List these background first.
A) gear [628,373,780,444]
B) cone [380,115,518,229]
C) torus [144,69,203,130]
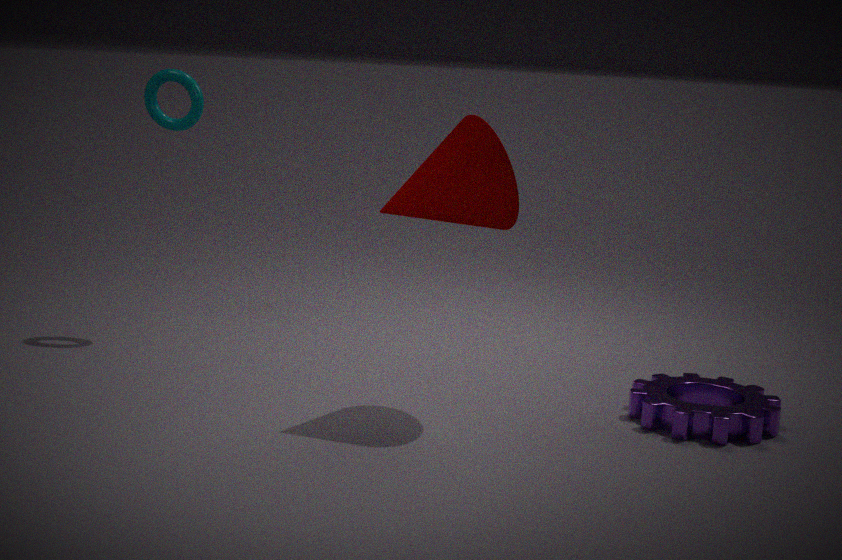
1. torus [144,69,203,130]
2. gear [628,373,780,444]
3. cone [380,115,518,229]
